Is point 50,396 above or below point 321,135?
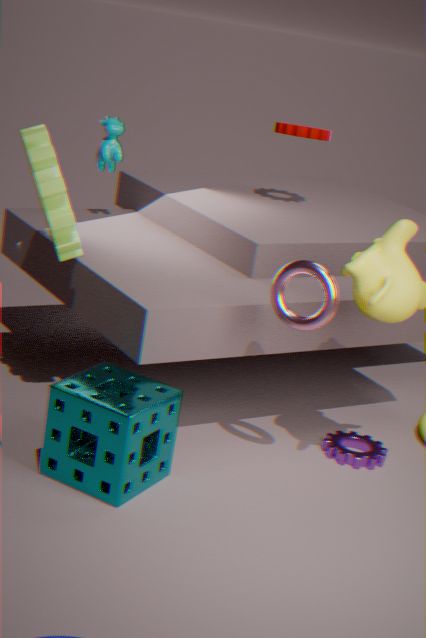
below
